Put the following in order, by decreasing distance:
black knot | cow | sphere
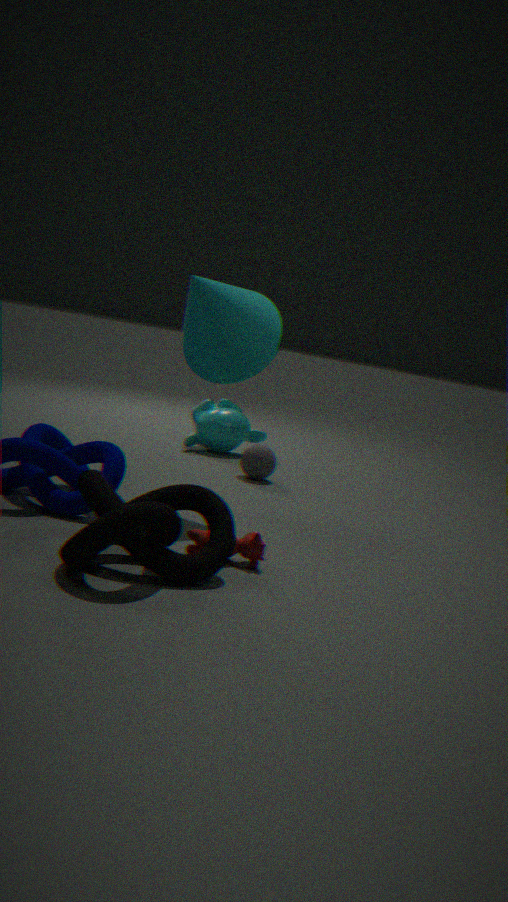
sphere < cow < black knot
